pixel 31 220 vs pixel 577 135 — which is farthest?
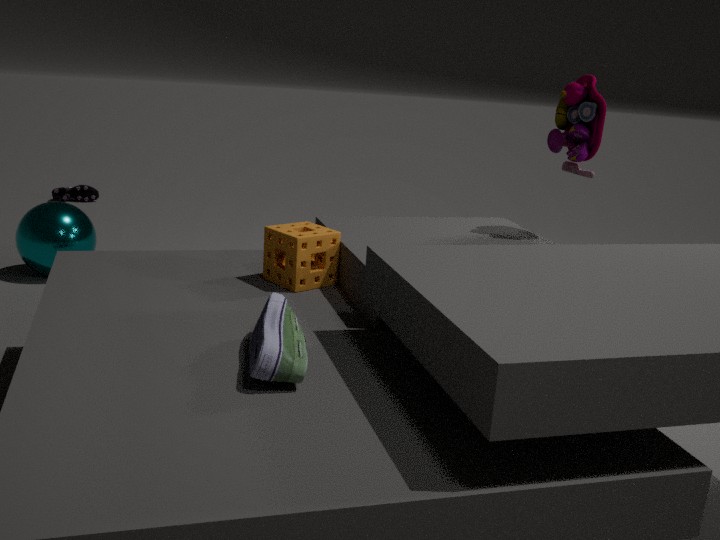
pixel 31 220
